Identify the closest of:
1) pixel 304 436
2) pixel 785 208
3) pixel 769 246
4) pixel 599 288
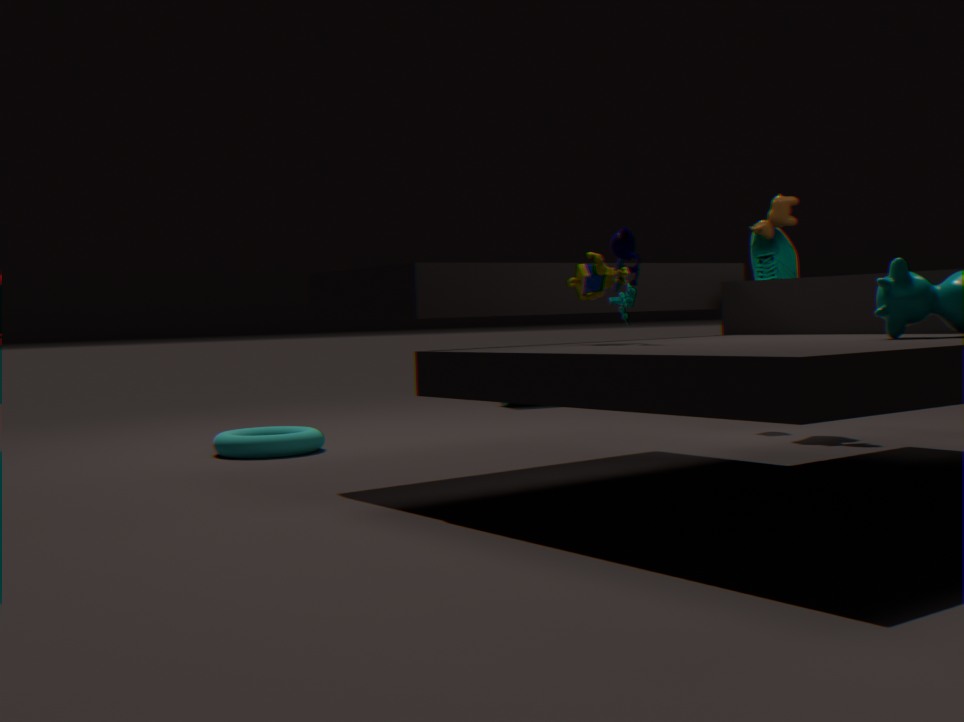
4. pixel 599 288
